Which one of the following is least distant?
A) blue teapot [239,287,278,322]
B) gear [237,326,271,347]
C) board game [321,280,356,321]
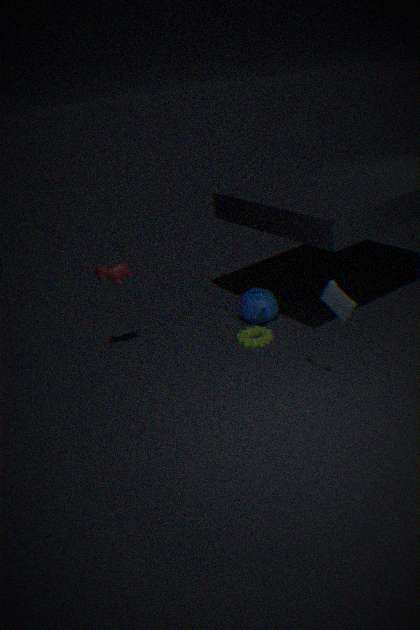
board game [321,280,356,321]
